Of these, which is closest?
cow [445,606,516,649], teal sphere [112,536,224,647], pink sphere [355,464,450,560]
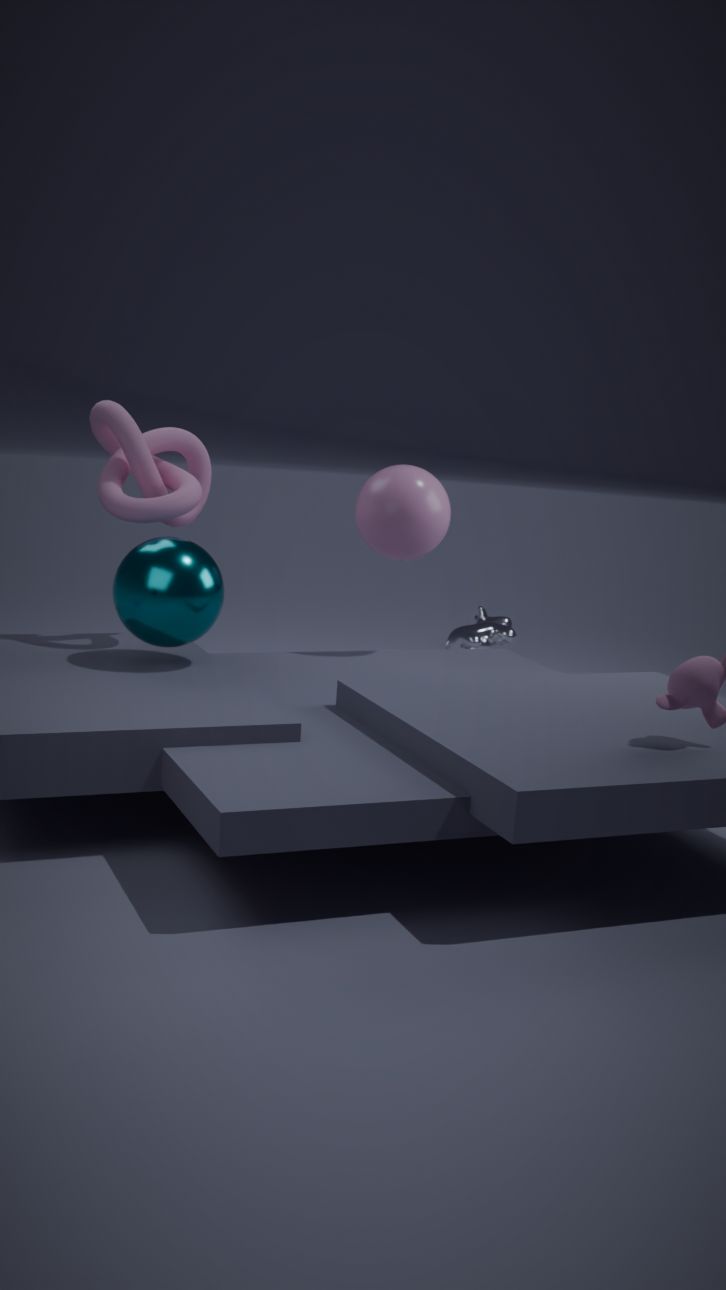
teal sphere [112,536,224,647]
